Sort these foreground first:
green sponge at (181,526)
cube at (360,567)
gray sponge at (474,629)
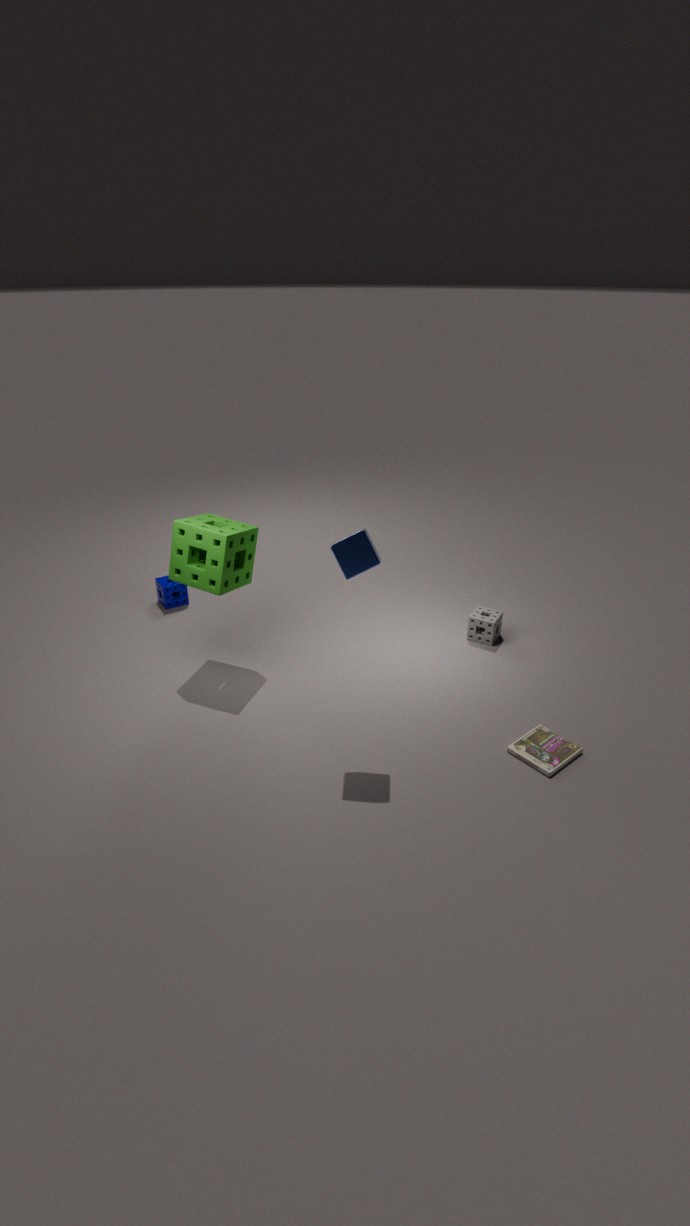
cube at (360,567), green sponge at (181,526), gray sponge at (474,629)
